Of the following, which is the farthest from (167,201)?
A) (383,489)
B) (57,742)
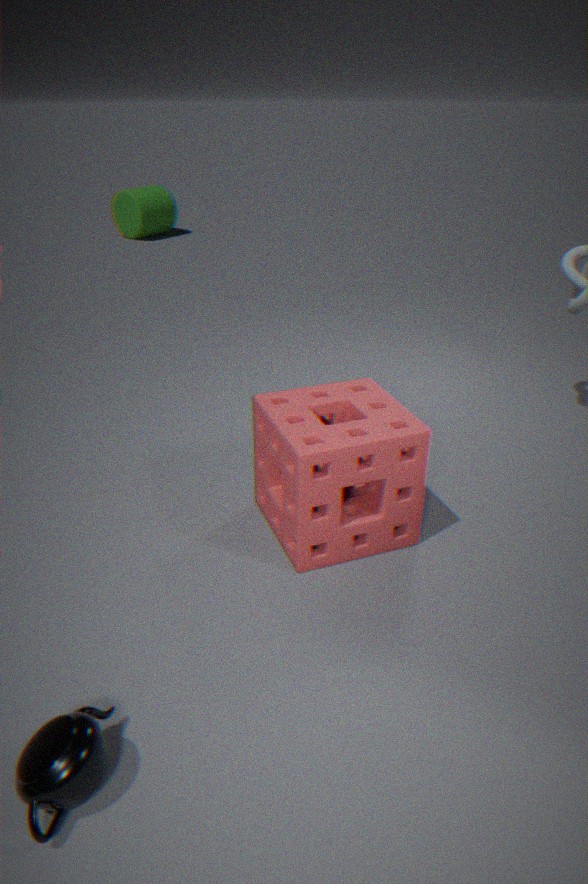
(57,742)
